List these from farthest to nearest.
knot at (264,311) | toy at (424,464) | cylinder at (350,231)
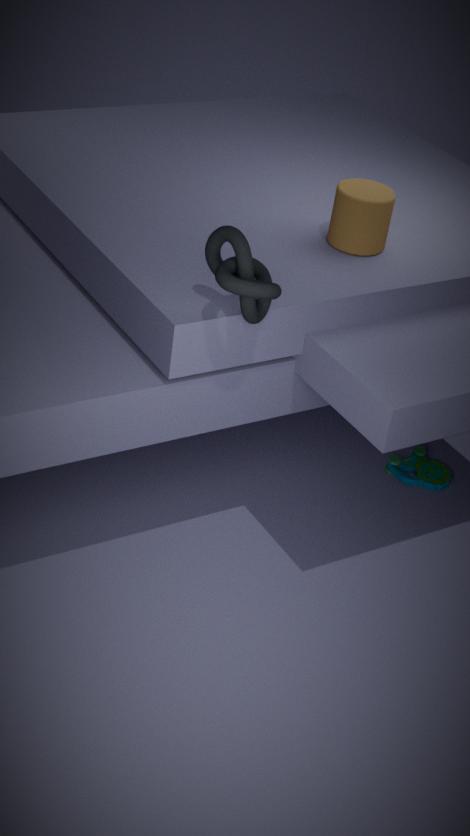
toy at (424,464)
cylinder at (350,231)
knot at (264,311)
